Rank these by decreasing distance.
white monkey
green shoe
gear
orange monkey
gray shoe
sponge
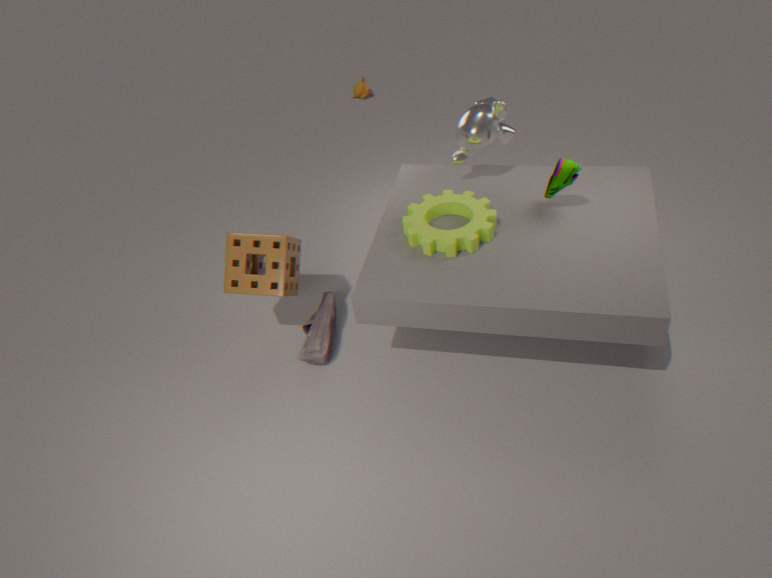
orange monkey, gray shoe, white monkey, sponge, gear, green shoe
